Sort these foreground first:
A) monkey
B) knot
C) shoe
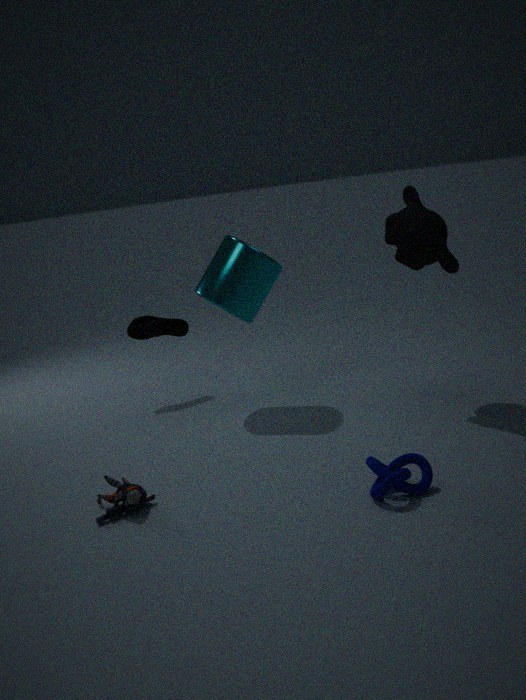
knot
monkey
shoe
